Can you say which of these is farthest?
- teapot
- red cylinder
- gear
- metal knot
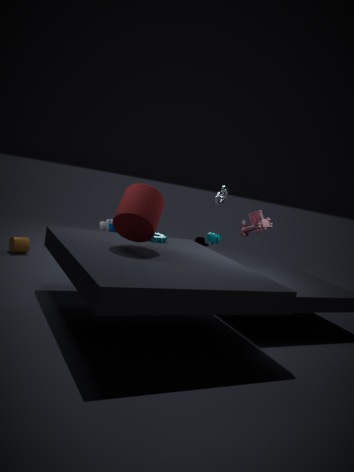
metal knot
